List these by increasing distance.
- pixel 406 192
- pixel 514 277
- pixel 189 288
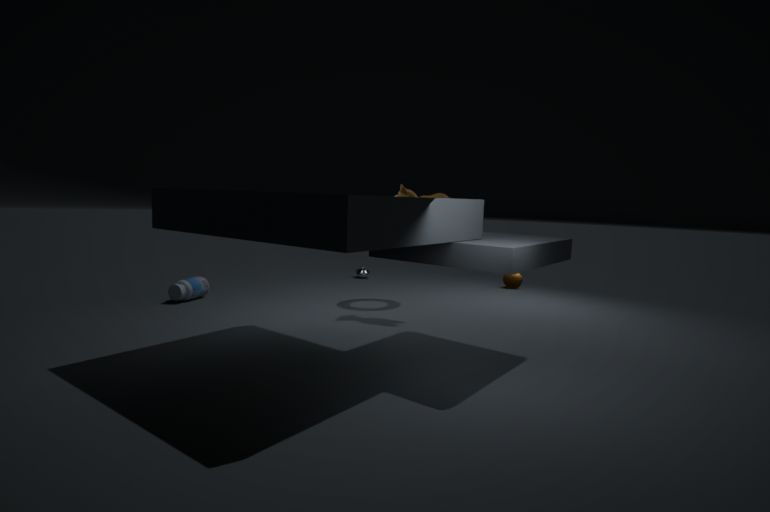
pixel 406 192
pixel 189 288
pixel 514 277
